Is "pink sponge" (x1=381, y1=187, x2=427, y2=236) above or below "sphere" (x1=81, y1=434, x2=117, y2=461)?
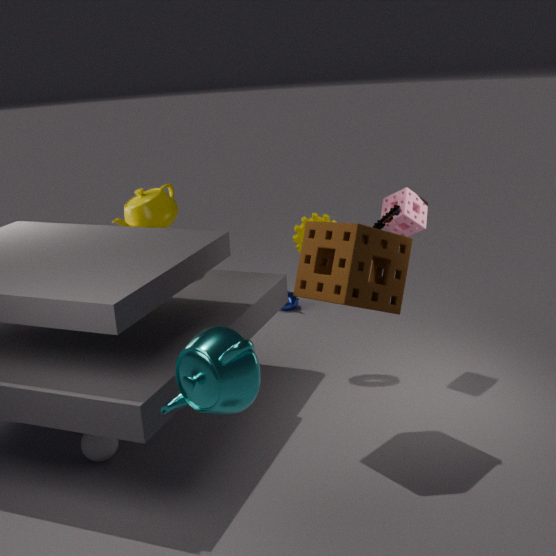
above
